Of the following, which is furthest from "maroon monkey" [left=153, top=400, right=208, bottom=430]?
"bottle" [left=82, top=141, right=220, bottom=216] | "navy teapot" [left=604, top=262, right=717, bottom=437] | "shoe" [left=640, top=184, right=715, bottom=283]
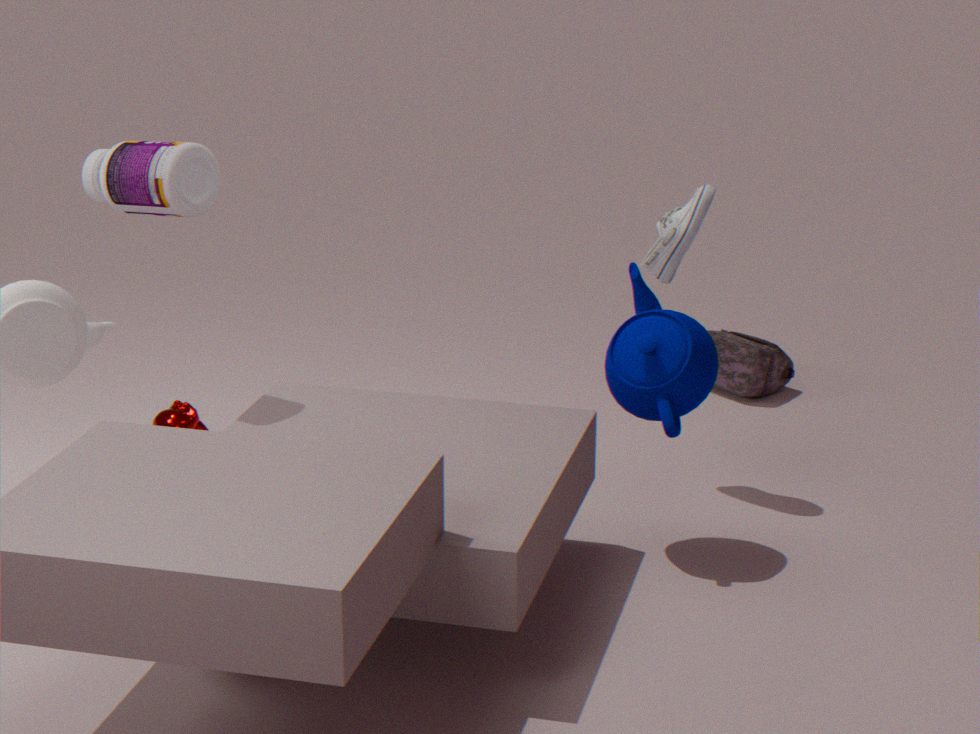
"shoe" [left=640, top=184, right=715, bottom=283]
